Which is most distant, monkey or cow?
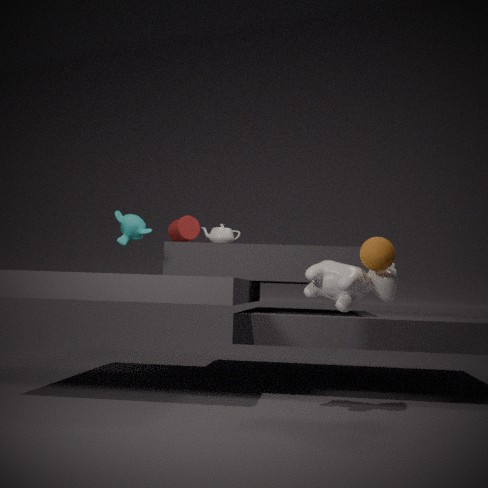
monkey
